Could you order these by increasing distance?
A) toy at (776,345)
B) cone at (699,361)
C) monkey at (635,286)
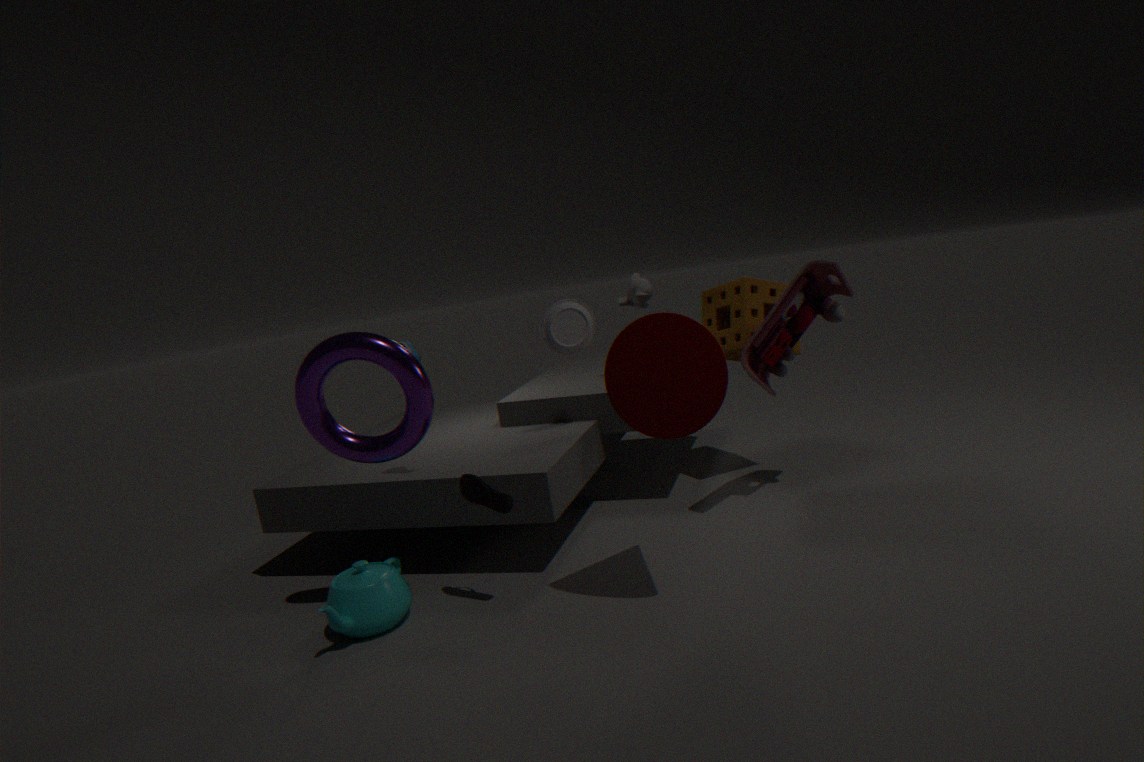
cone at (699,361)
toy at (776,345)
monkey at (635,286)
